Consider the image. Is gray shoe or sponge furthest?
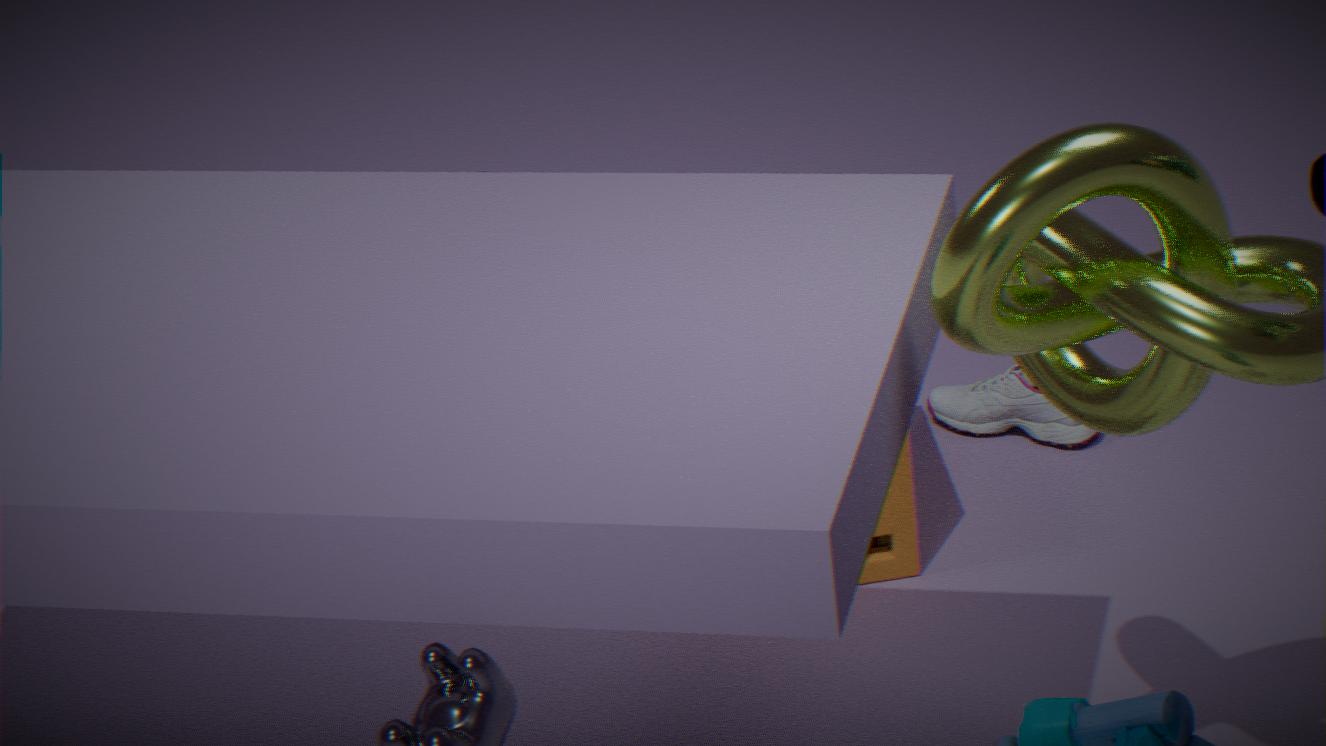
A: gray shoe
